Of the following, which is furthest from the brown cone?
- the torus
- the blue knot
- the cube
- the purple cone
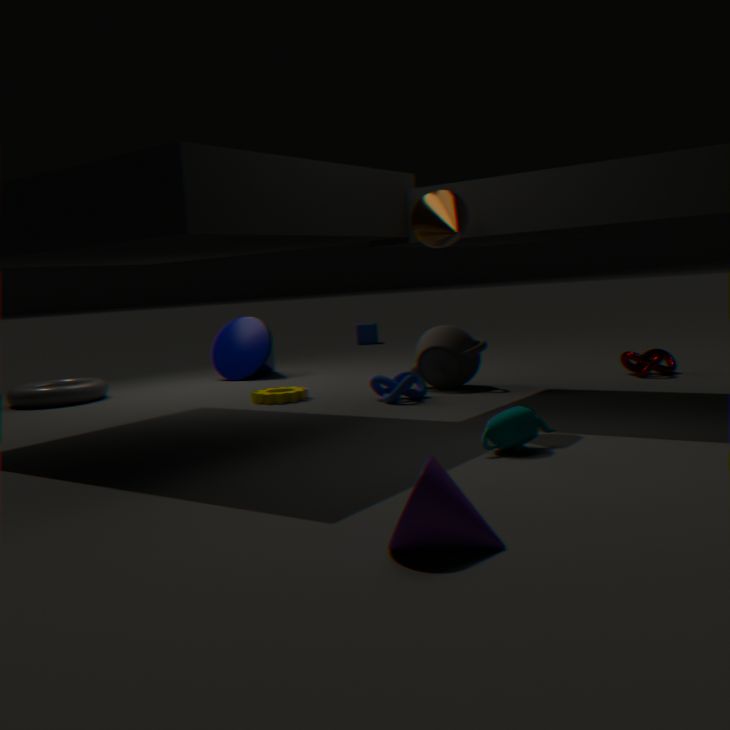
the cube
